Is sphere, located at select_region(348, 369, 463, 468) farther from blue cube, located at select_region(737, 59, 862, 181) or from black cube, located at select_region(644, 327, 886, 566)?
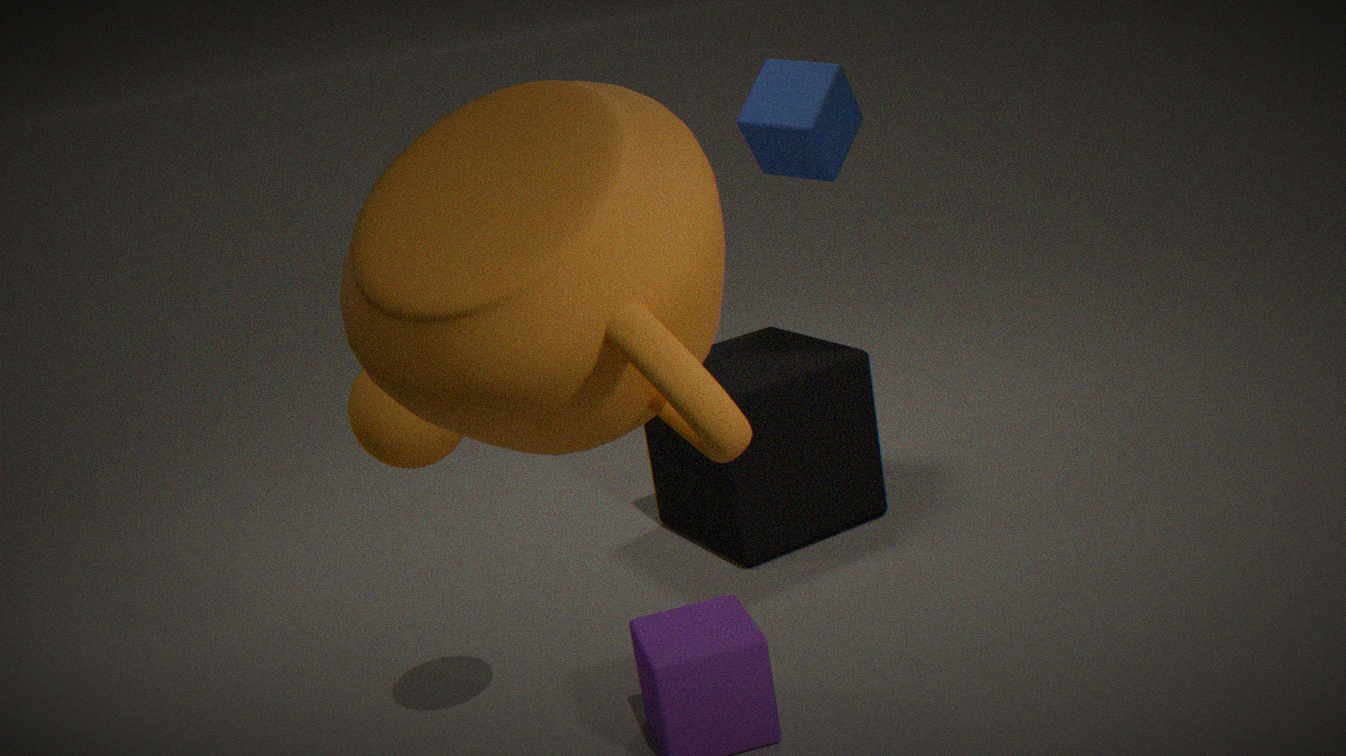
blue cube, located at select_region(737, 59, 862, 181)
